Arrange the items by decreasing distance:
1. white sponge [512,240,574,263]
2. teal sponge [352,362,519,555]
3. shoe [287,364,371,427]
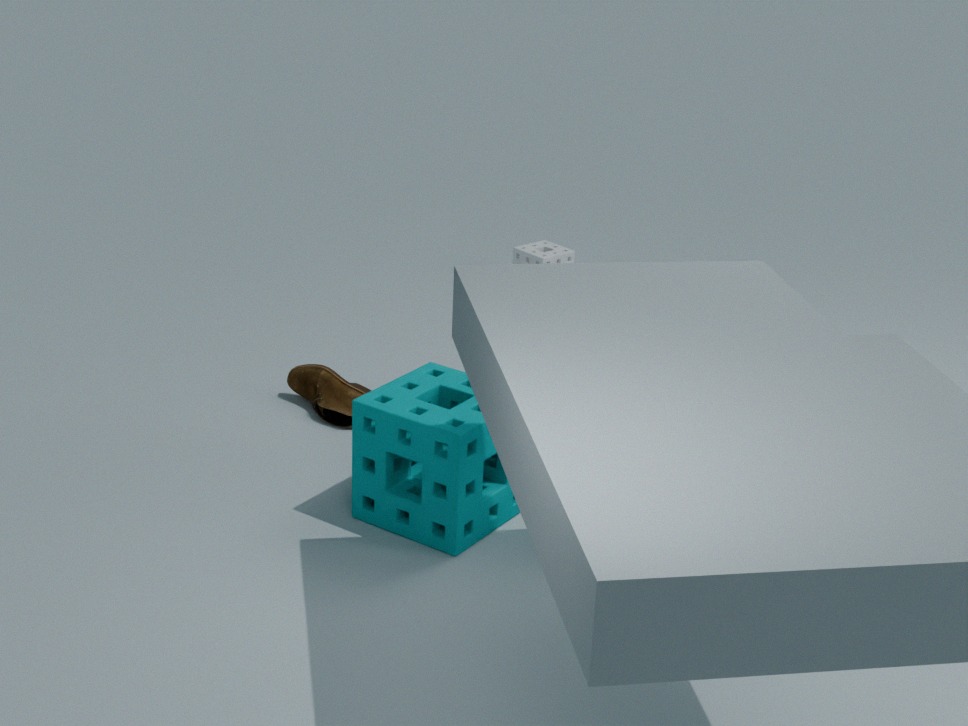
white sponge [512,240,574,263] < shoe [287,364,371,427] < teal sponge [352,362,519,555]
